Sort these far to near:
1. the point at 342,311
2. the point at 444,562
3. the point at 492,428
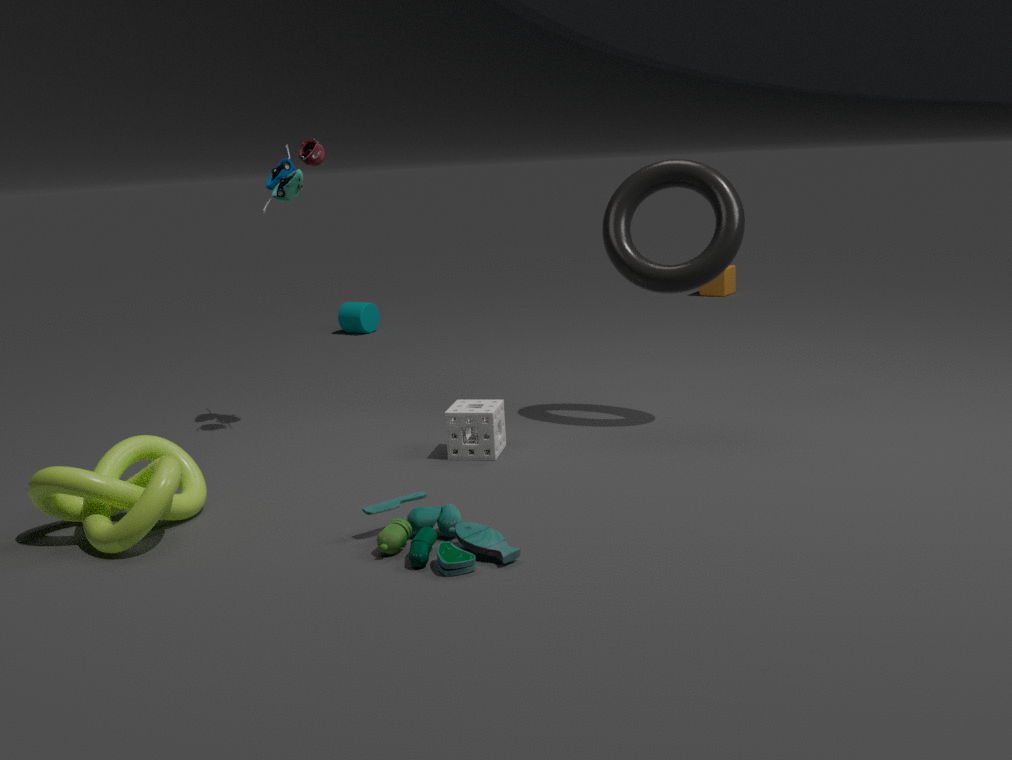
the point at 342,311, the point at 492,428, the point at 444,562
